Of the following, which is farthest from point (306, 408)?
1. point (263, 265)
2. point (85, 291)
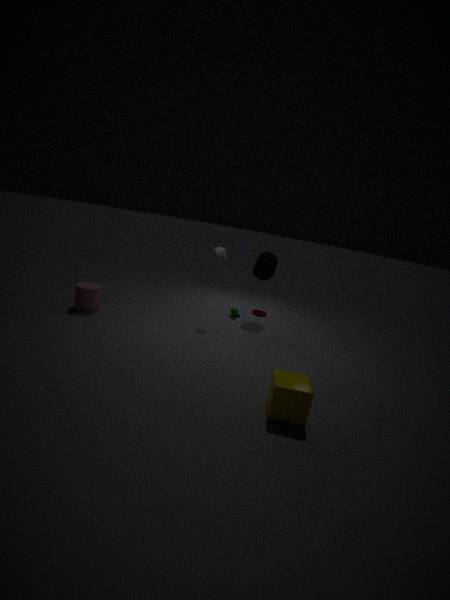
point (85, 291)
